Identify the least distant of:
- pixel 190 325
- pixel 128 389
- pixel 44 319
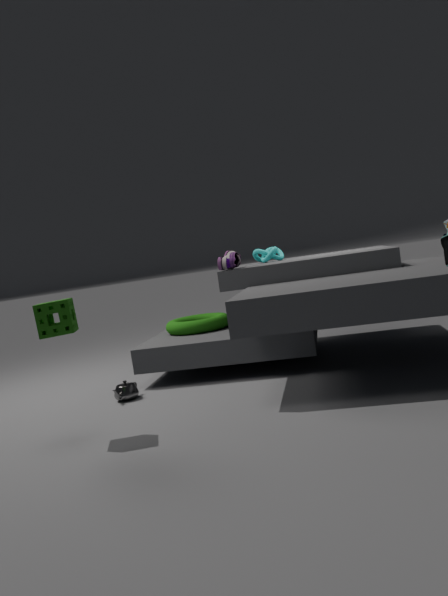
pixel 44 319
